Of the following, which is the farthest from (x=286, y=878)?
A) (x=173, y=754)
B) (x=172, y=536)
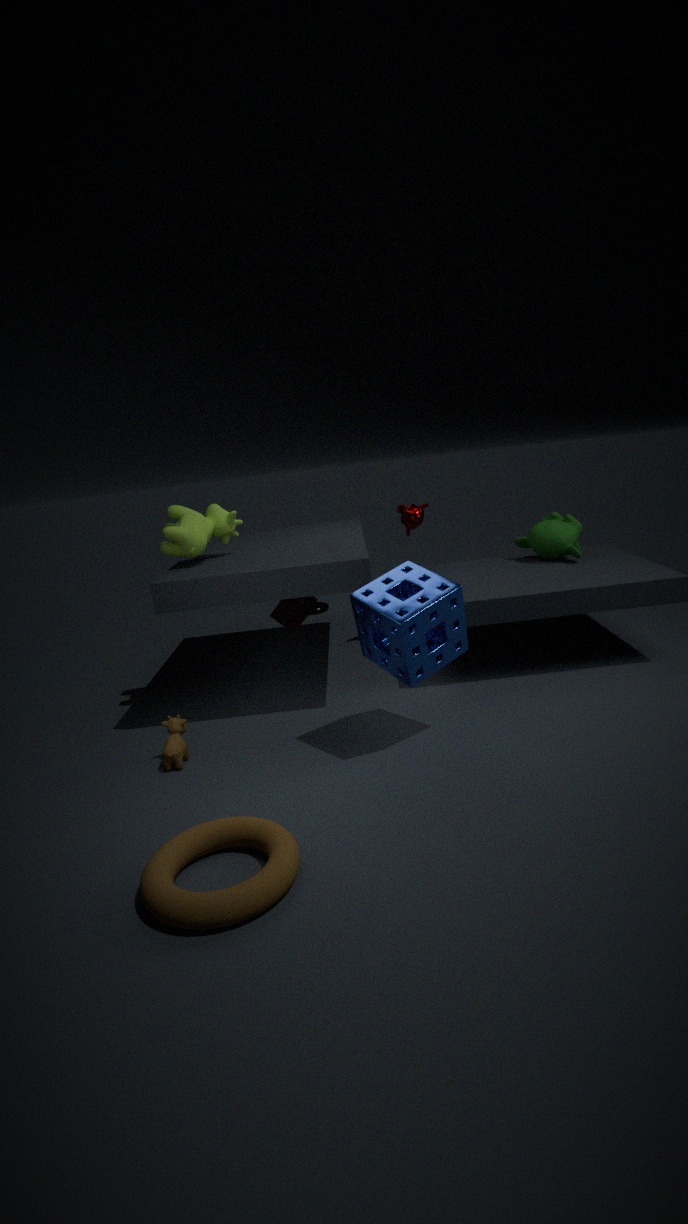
(x=172, y=536)
